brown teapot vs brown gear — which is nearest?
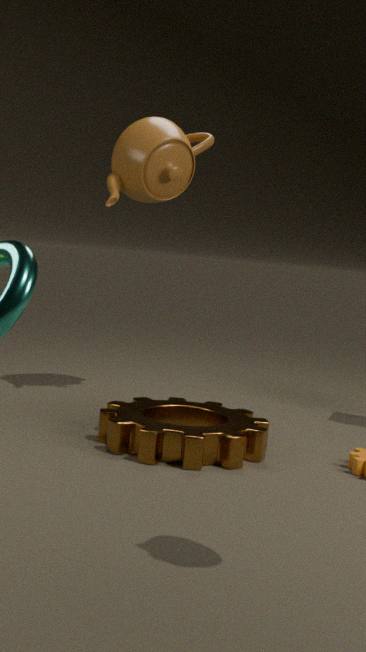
brown gear
